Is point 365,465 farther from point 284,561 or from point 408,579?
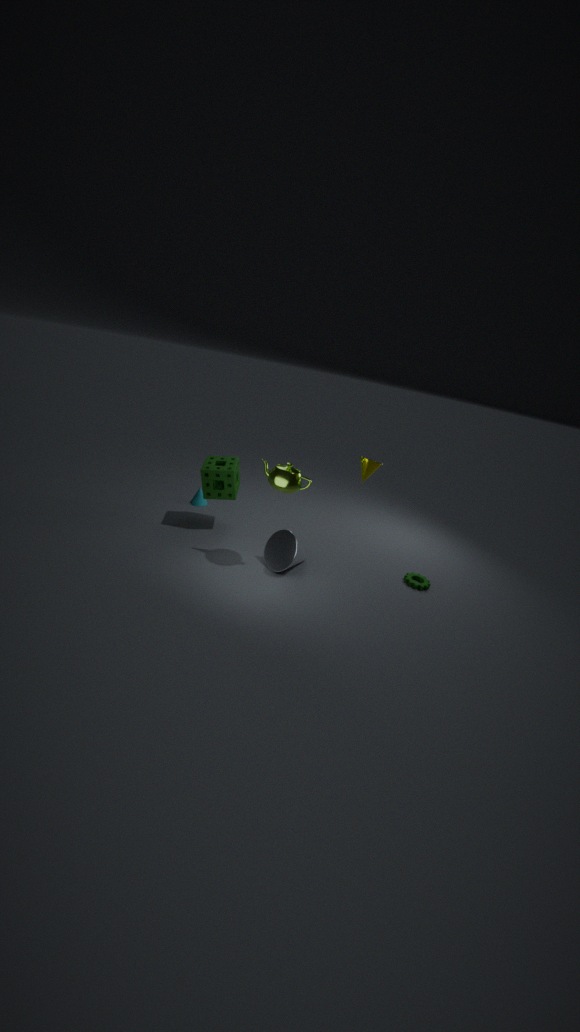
point 408,579
